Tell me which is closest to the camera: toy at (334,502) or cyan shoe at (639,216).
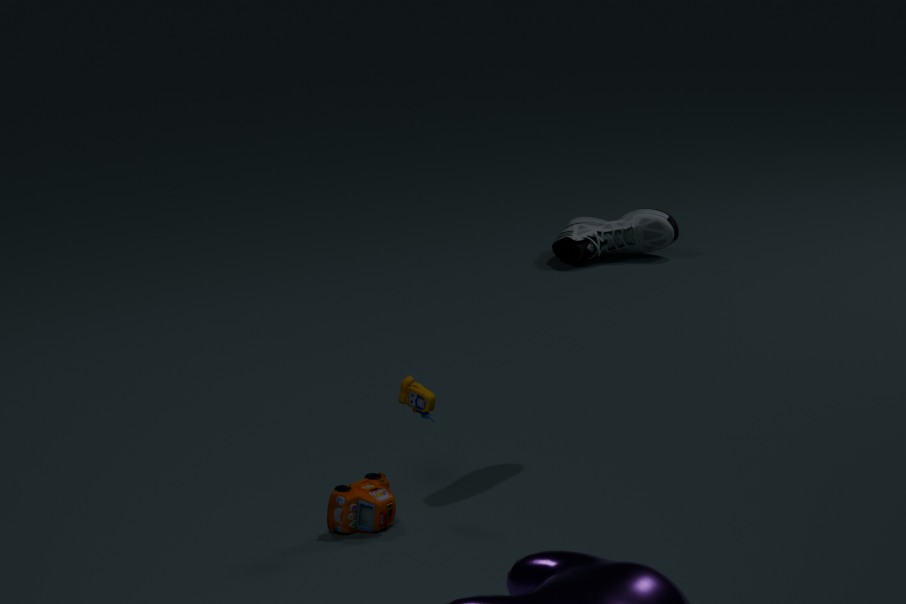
toy at (334,502)
